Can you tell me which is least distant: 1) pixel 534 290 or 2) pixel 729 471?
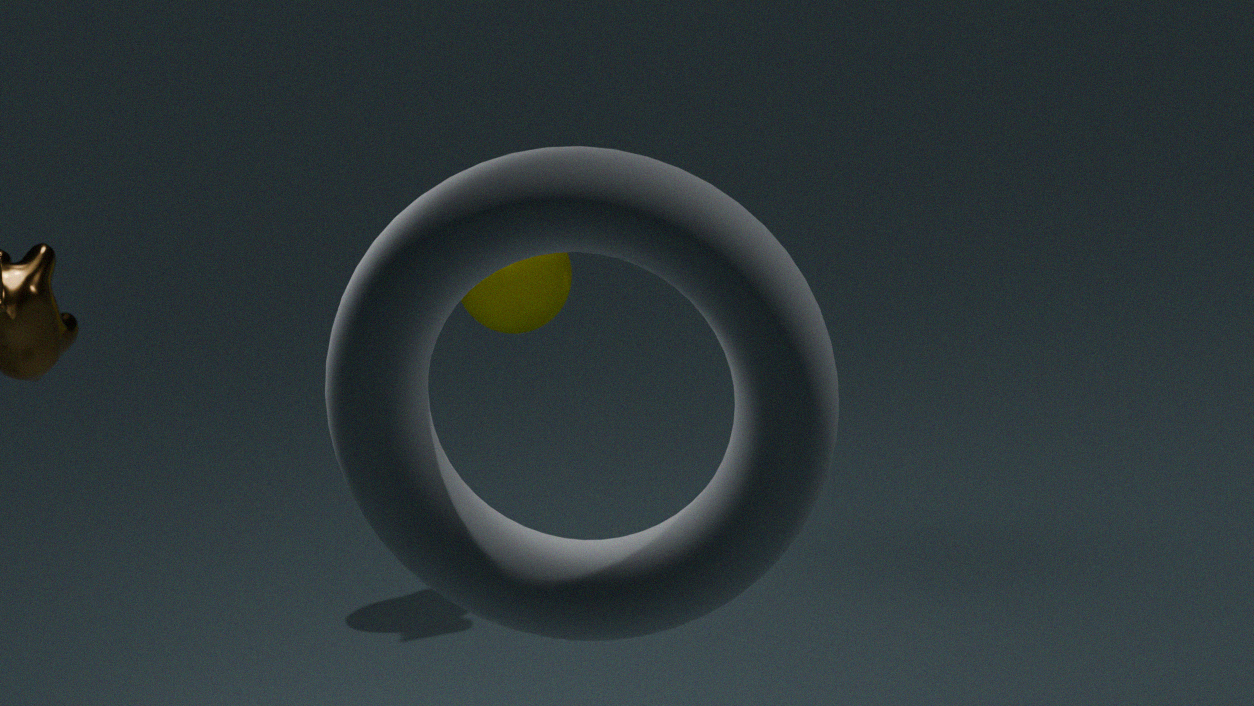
2. pixel 729 471
